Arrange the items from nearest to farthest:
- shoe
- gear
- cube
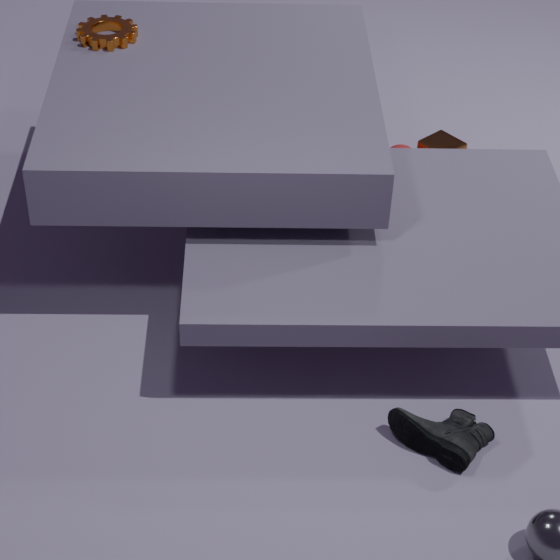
shoe → gear → cube
